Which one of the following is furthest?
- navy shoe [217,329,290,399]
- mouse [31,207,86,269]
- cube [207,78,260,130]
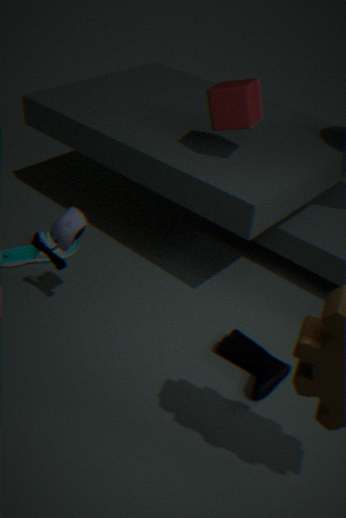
cube [207,78,260,130]
